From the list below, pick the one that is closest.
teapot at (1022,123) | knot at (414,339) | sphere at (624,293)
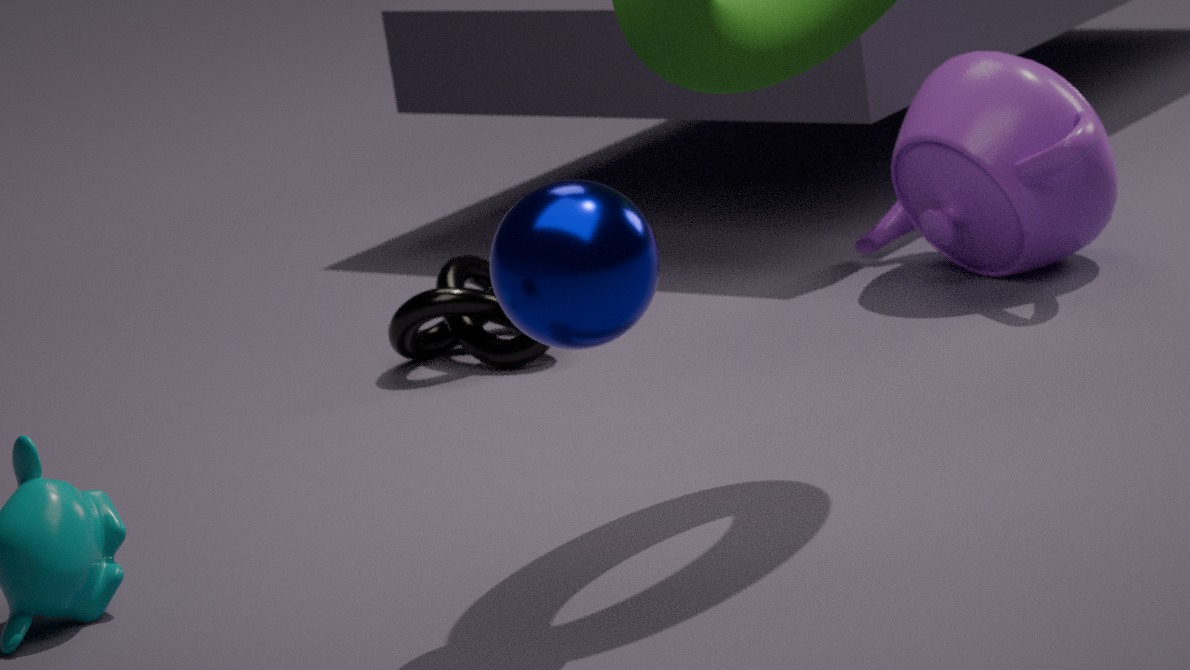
sphere at (624,293)
